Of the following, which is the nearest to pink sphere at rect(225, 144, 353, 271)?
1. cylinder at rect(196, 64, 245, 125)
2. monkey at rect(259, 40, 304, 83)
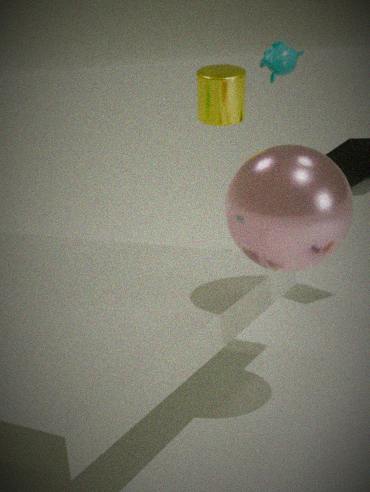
cylinder at rect(196, 64, 245, 125)
